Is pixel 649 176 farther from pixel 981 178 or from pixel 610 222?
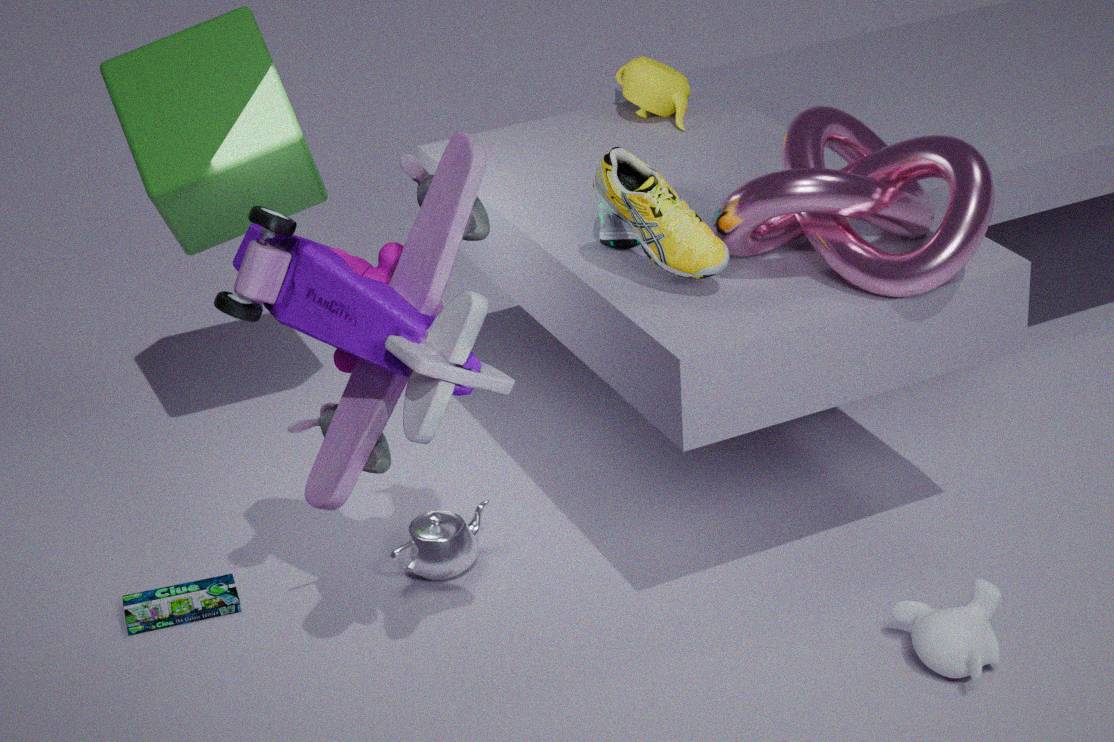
pixel 981 178
